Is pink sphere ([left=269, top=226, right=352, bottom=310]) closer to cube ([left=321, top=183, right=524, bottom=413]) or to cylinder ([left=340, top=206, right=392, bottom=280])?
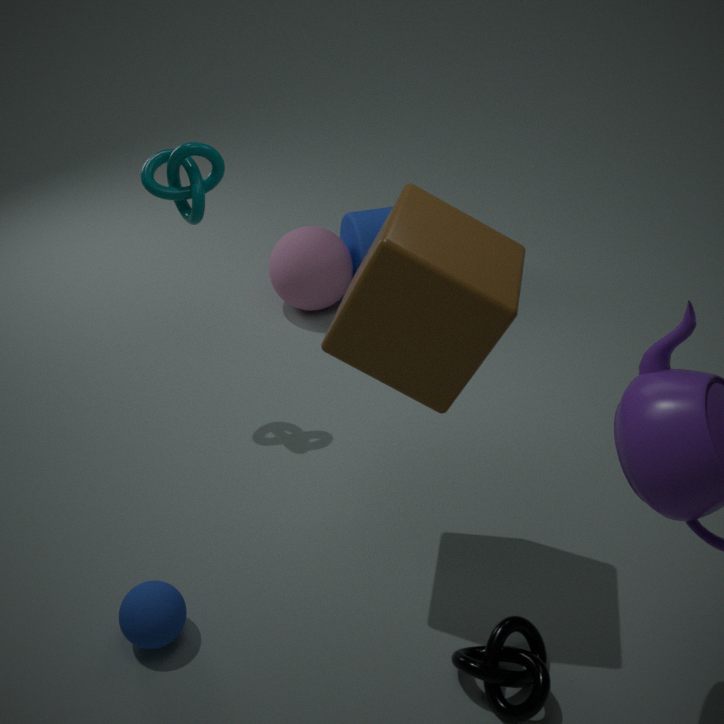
cylinder ([left=340, top=206, right=392, bottom=280])
